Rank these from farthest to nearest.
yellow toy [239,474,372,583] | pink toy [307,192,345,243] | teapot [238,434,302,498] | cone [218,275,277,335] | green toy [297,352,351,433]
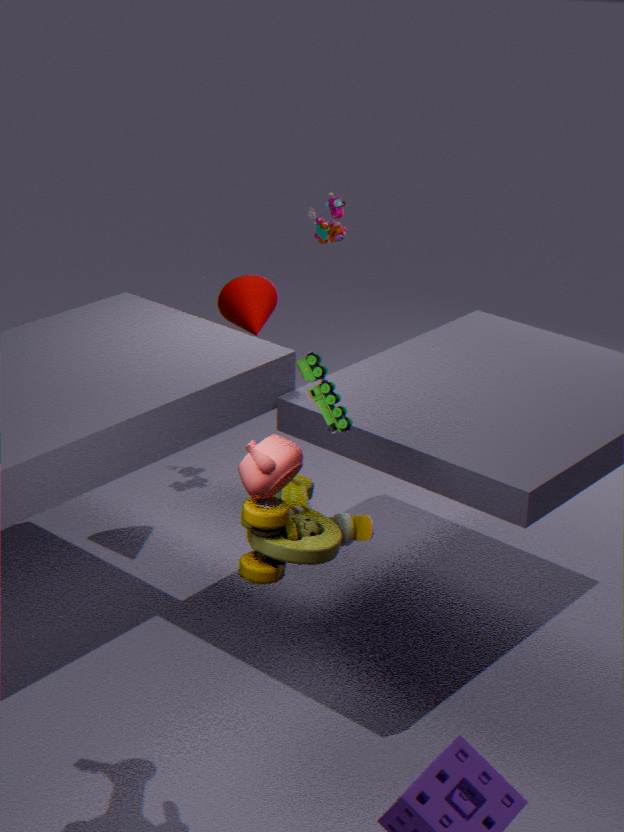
pink toy [307,192,345,243]
cone [218,275,277,335]
green toy [297,352,351,433]
yellow toy [239,474,372,583]
teapot [238,434,302,498]
